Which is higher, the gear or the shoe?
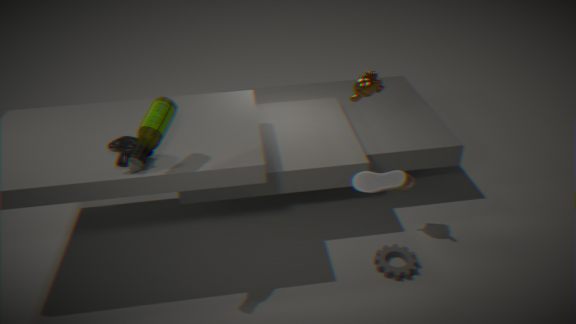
the shoe
